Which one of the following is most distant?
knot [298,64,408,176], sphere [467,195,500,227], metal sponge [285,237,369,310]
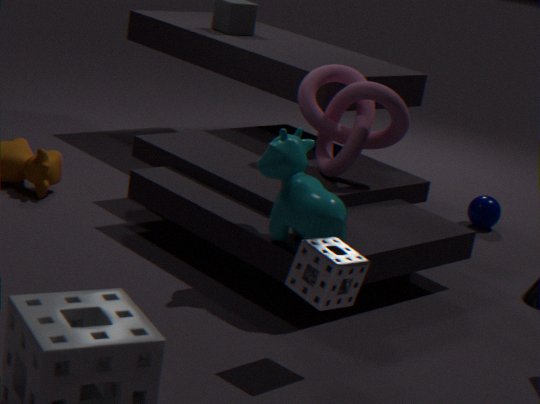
sphere [467,195,500,227]
